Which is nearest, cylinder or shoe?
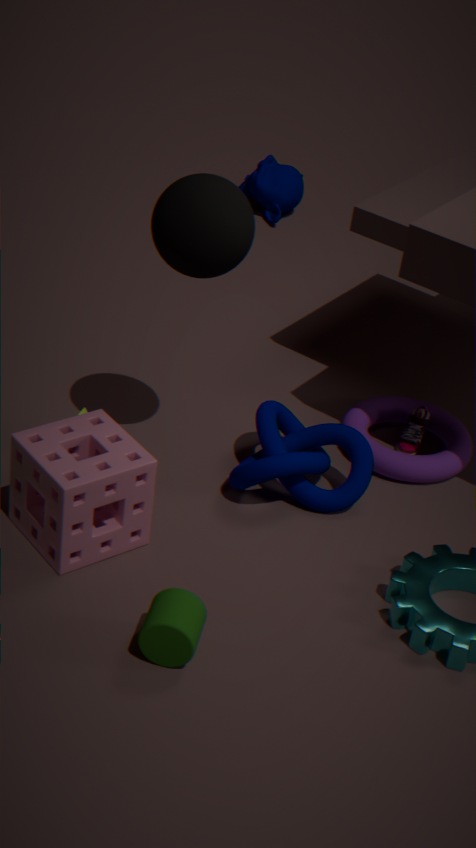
cylinder
